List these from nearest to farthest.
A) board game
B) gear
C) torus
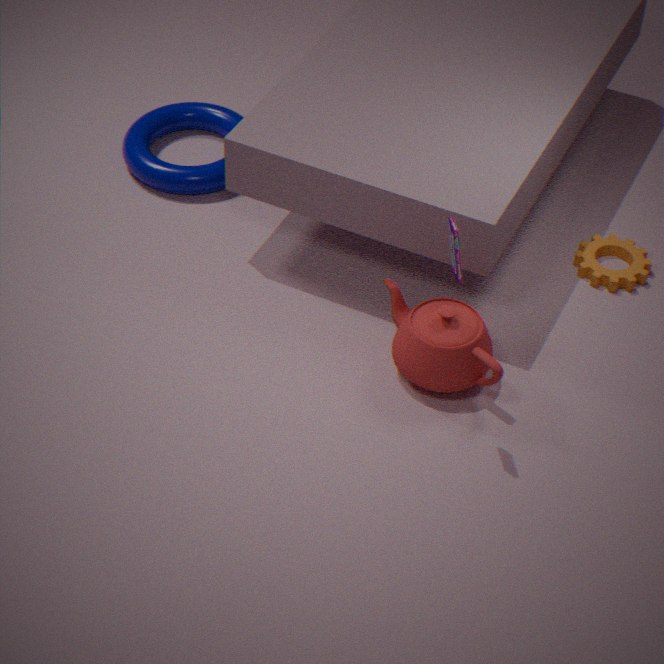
board game
gear
torus
